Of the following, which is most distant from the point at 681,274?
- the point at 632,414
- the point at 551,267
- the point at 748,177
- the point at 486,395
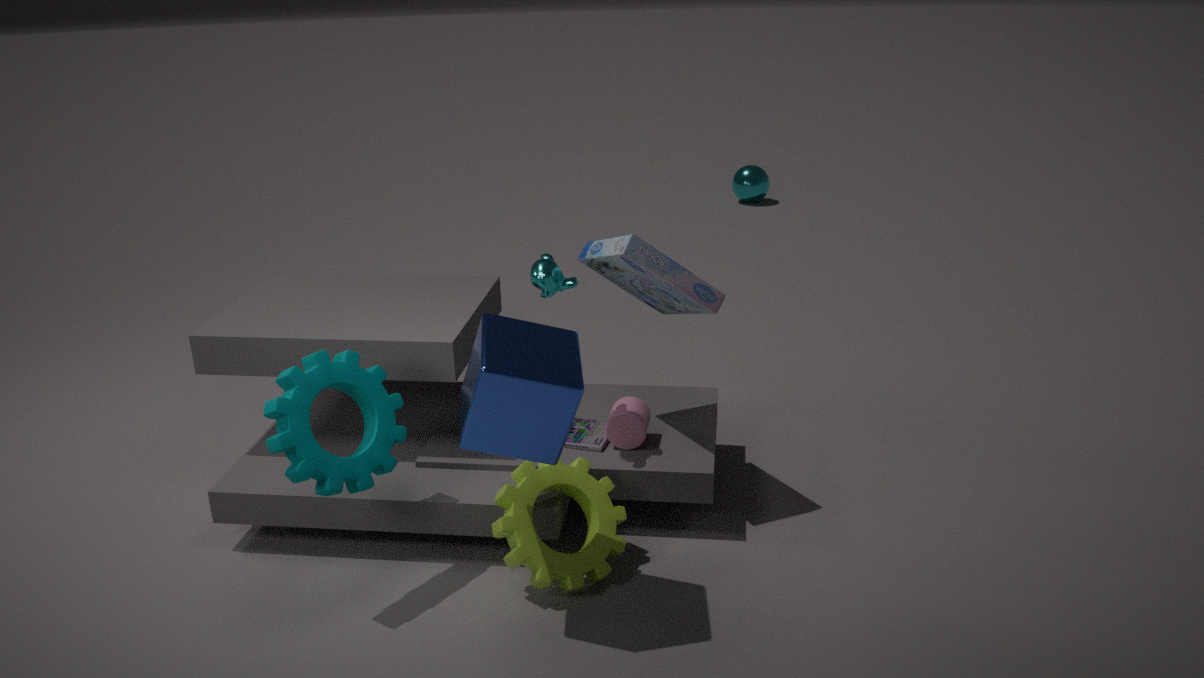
the point at 748,177
